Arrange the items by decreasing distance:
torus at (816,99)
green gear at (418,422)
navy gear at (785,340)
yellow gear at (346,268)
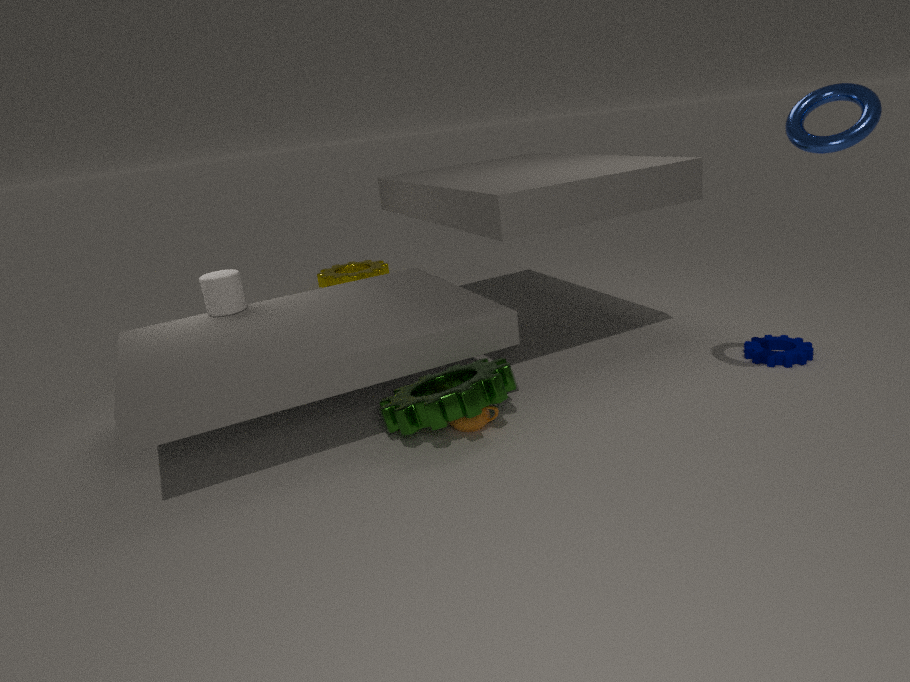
yellow gear at (346,268), navy gear at (785,340), green gear at (418,422), torus at (816,99)
